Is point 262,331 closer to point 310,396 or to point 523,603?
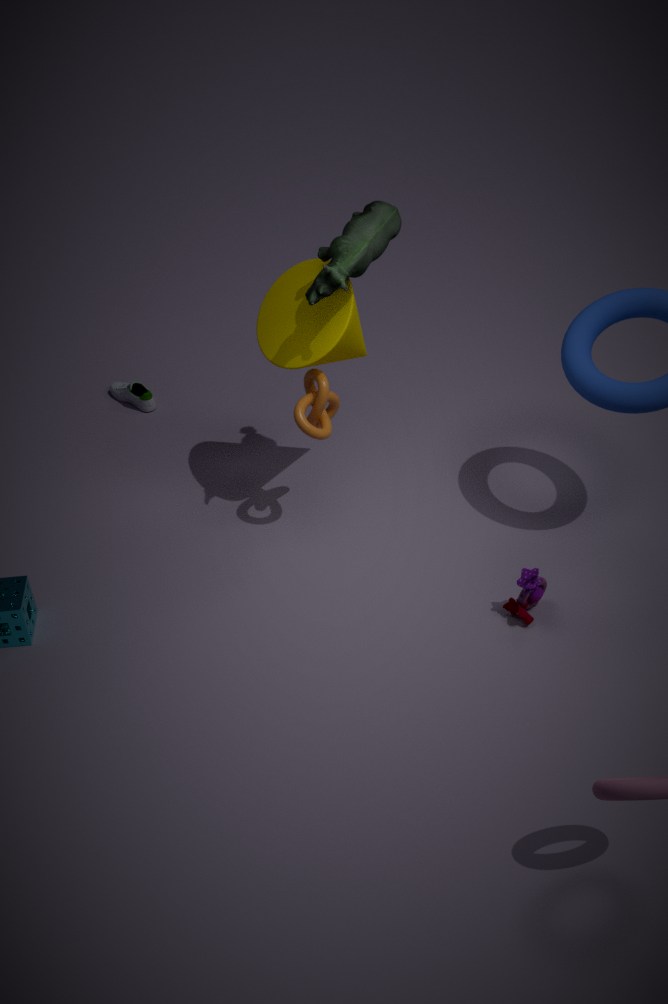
point 310,396
